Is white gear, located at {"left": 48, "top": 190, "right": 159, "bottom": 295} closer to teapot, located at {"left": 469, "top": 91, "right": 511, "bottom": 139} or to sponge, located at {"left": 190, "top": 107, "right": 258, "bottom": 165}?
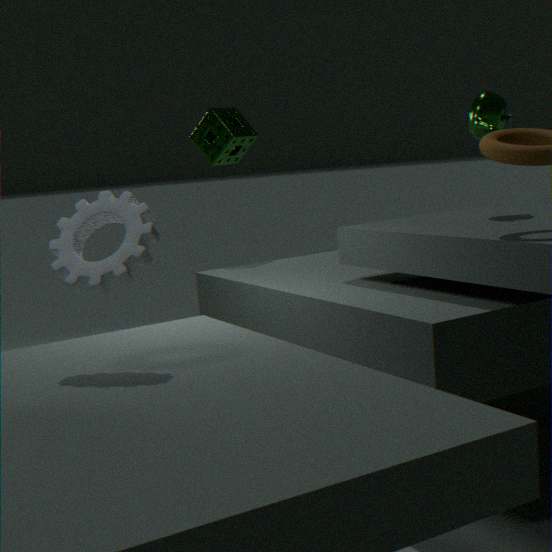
teapot, located at {"left": 469, "top": 91, "right": 511, "bottom": 139}
